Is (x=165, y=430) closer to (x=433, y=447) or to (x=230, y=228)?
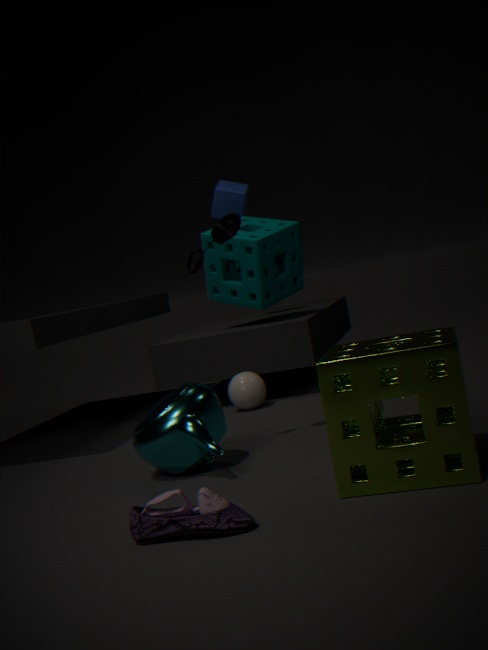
(x=230, y=228)
